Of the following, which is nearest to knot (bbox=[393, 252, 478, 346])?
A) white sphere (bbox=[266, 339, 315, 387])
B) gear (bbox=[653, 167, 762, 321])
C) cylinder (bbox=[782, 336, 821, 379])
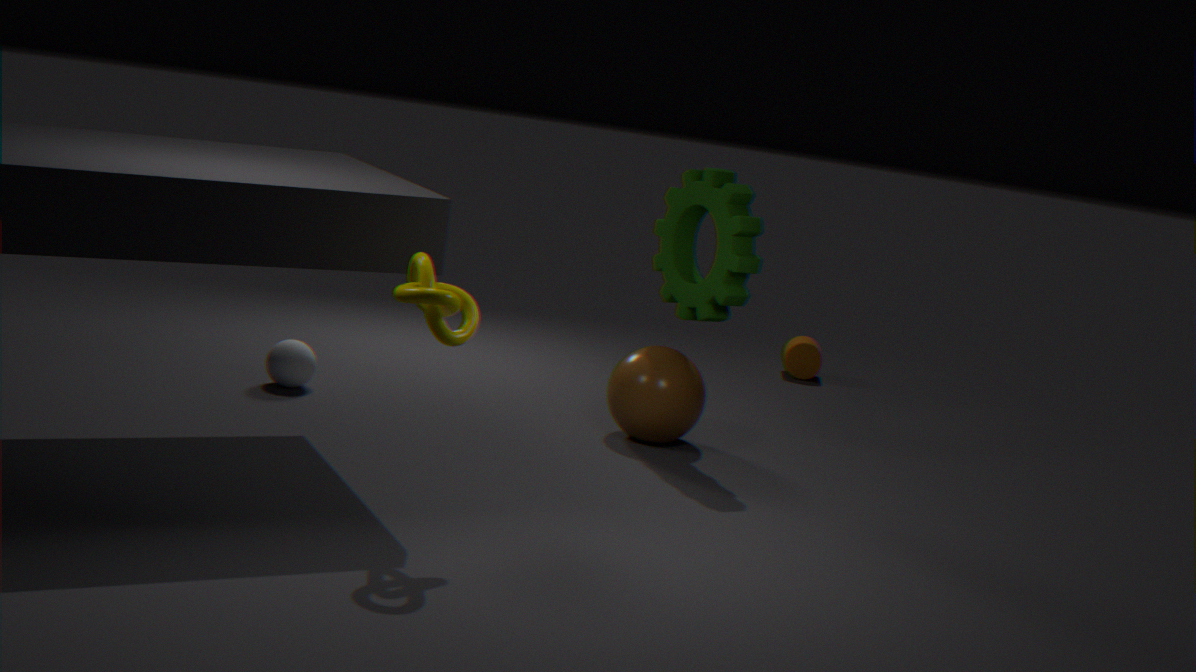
gear (bbox=[653, 167, 762, 321])
